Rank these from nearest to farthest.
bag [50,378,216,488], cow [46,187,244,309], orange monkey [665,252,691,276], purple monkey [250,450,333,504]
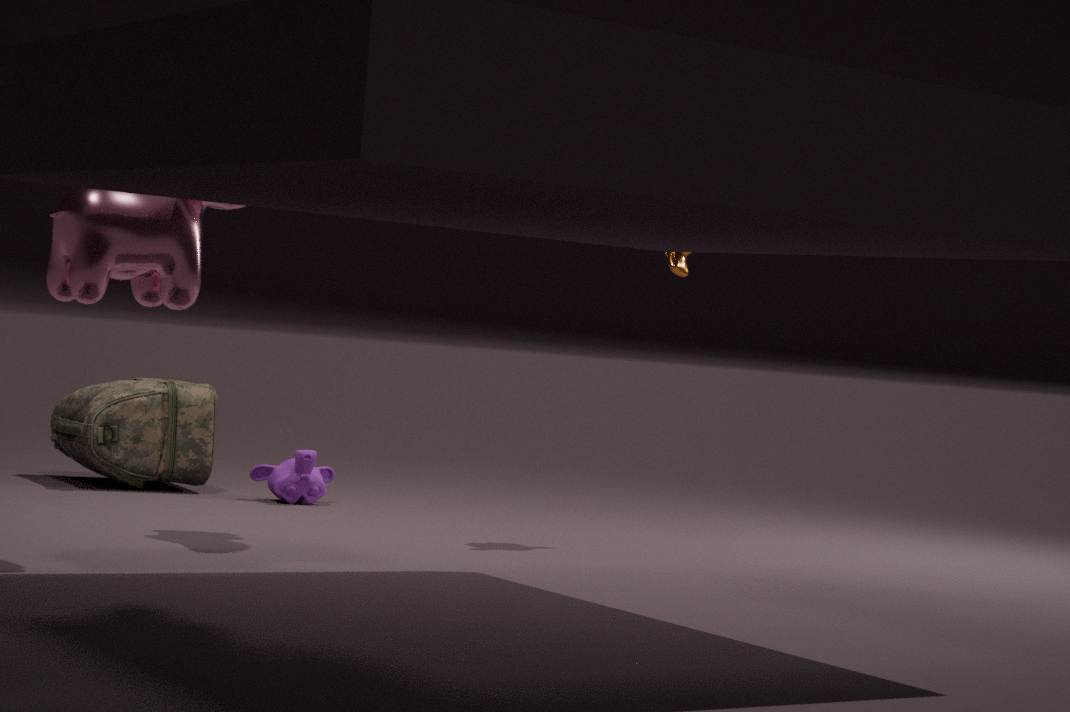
cow [46,187,244,309], orange monkey [665,252,691,276], bag [50,378,216,488], purple monkey [250,450,333,504]
